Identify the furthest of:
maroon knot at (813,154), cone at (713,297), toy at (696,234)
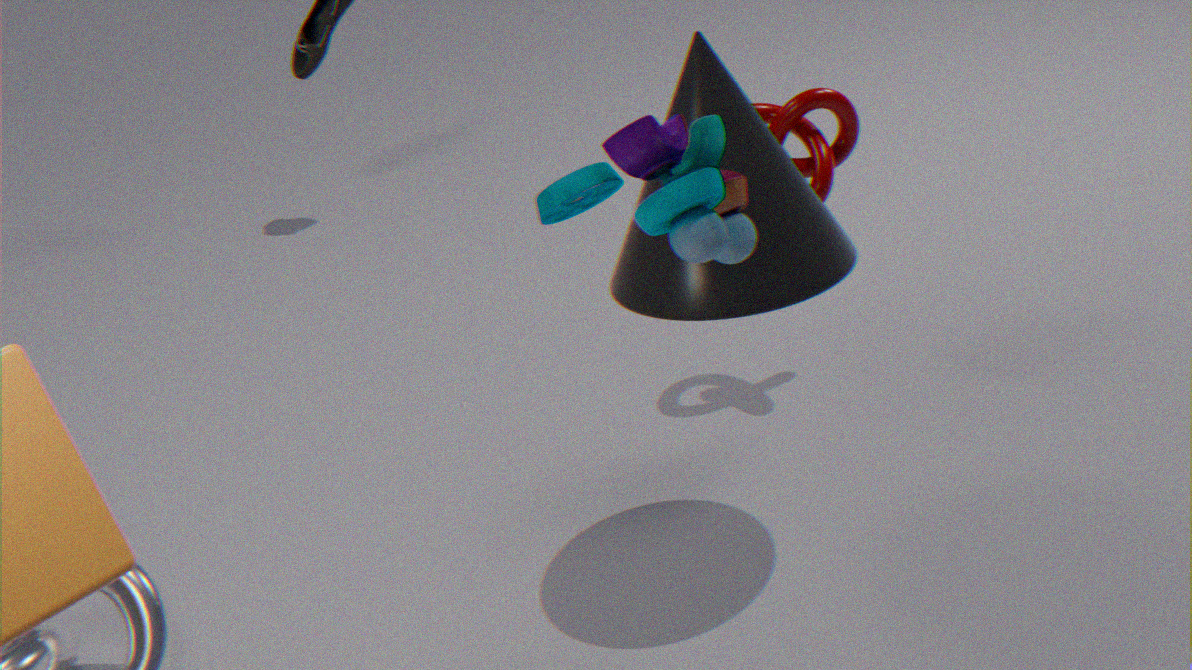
maroon knot at (813,154)
